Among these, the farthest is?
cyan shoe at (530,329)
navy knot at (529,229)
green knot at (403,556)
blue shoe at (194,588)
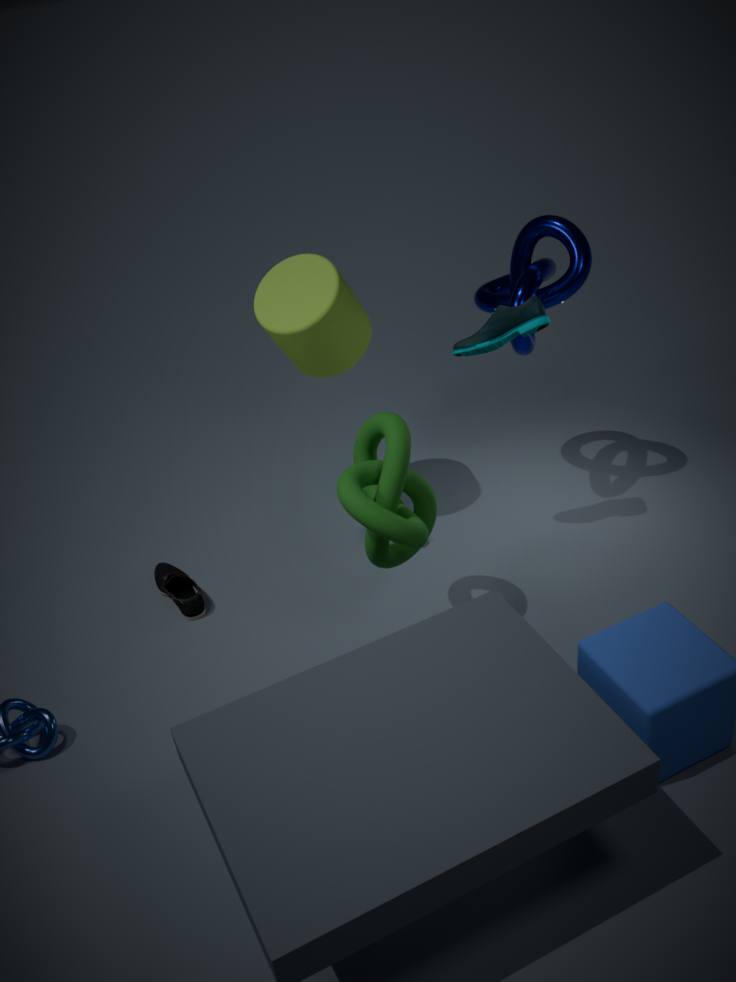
blue shoe at (194,588)
